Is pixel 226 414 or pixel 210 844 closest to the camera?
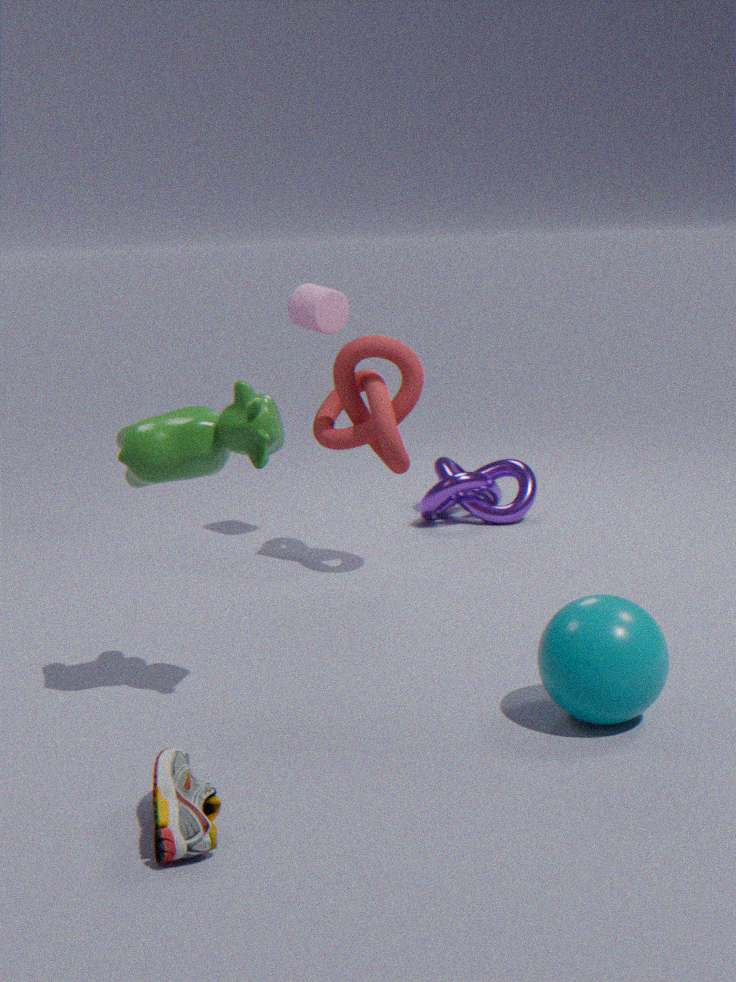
pixel 210 844
